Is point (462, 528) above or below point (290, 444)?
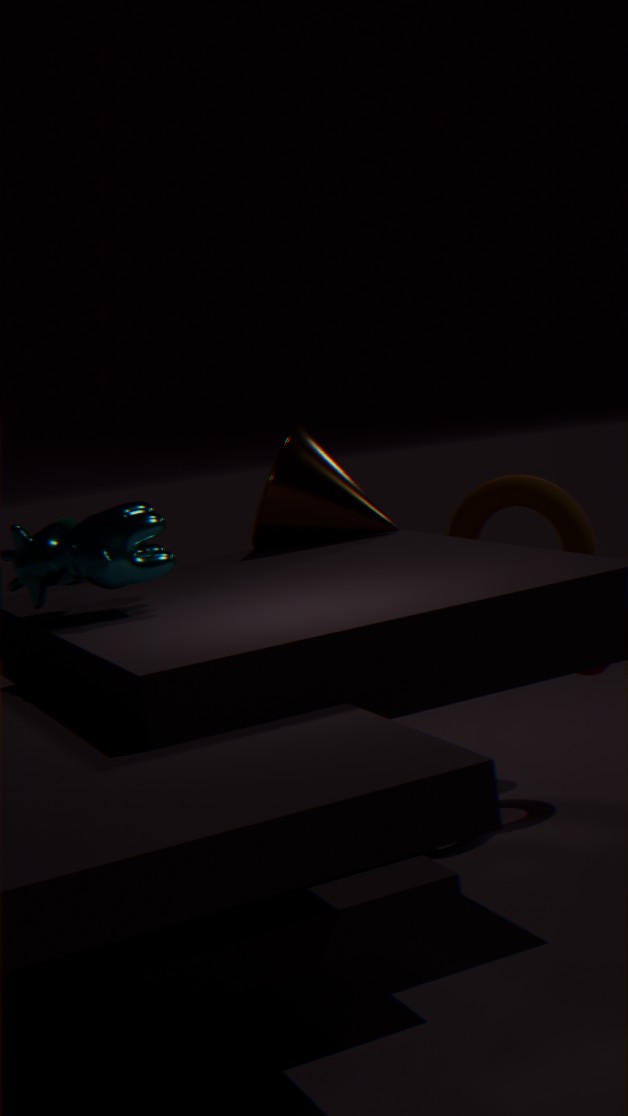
below
